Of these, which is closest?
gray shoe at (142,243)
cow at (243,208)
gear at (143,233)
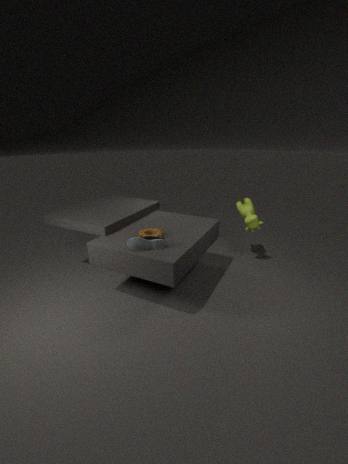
gray shoe at (142,243)
